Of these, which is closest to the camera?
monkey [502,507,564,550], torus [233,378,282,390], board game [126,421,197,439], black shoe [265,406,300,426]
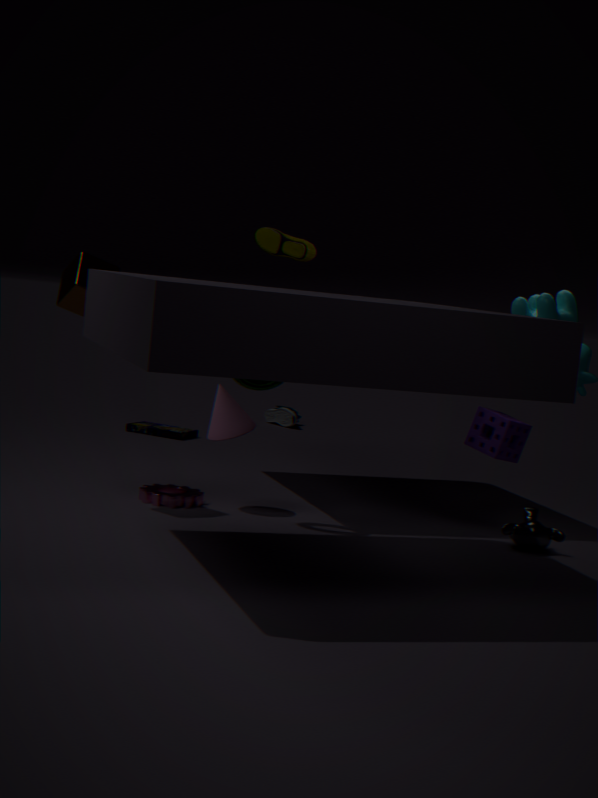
monkey [502,507,564,550]
